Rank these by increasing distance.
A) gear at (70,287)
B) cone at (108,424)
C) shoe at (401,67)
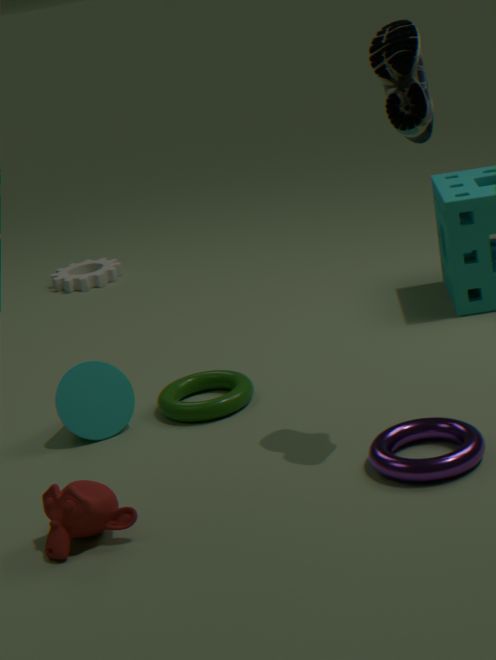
shoe at (401,67)
cone at (108,424)
gear at (70,287)
